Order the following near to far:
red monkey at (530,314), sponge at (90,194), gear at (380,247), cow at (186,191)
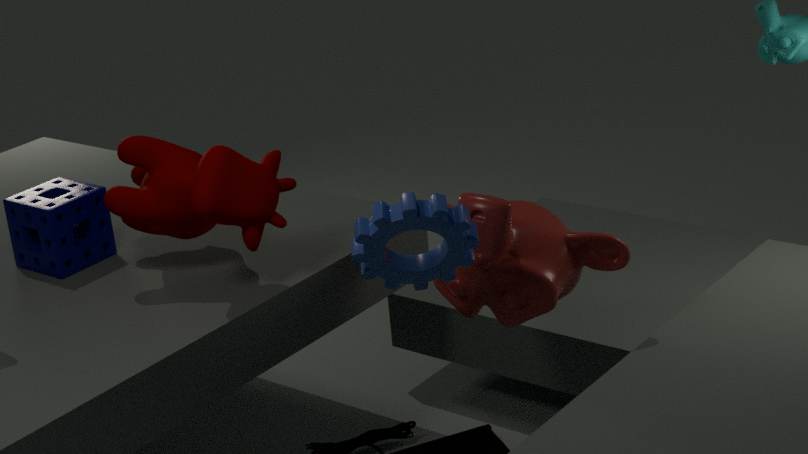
gear at (380,247), red monkey at (530,314), cow at (186,191), sponge at (90,194)
